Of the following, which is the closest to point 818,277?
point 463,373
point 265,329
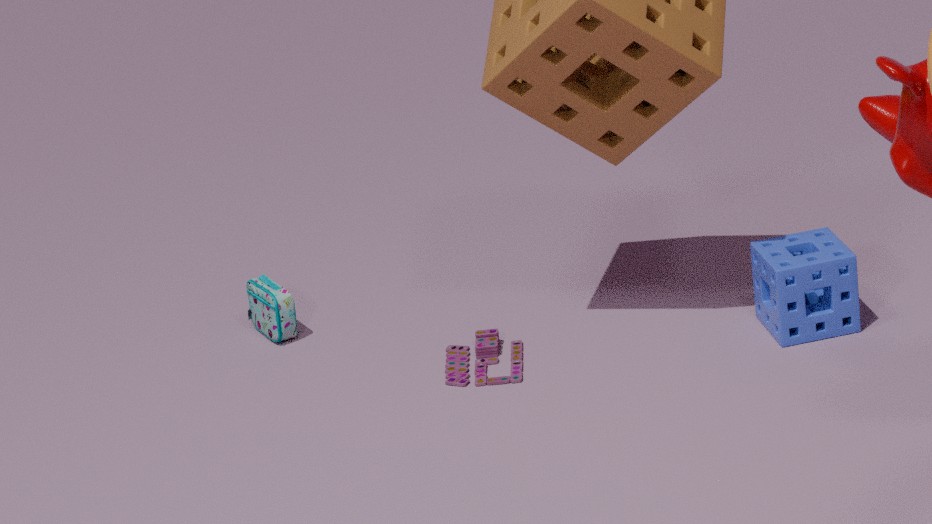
point 463,373
